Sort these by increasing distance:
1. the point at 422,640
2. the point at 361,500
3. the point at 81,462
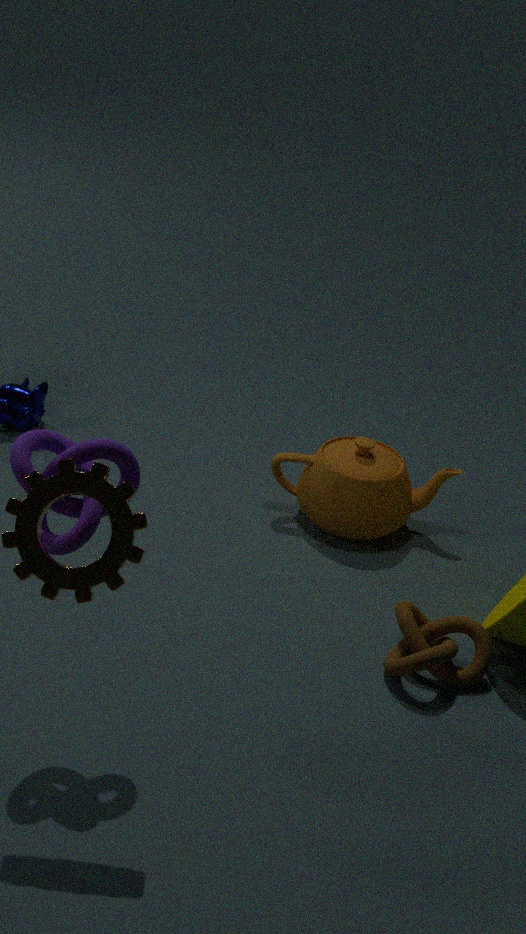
the point at 81,462, the point at 422,640, the point at 361,500
